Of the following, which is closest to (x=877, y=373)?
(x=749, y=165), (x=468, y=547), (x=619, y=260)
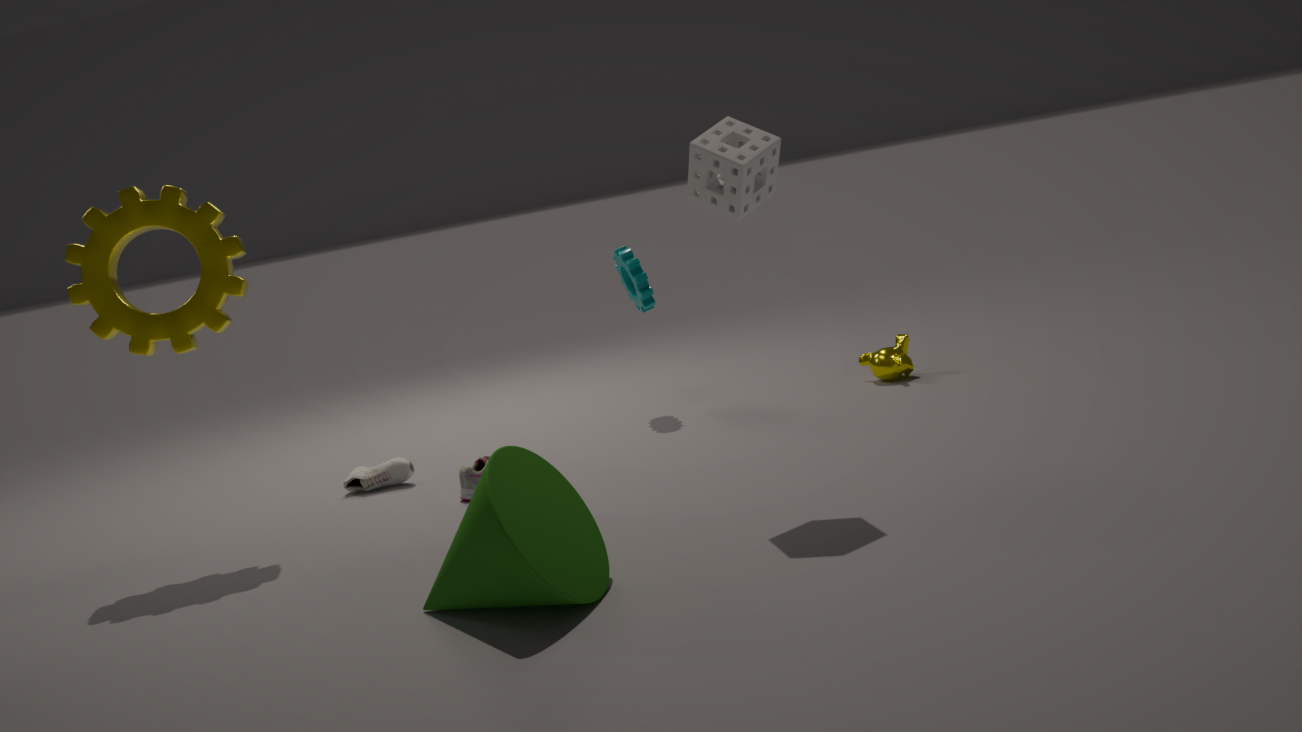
(x=619, y=260)
